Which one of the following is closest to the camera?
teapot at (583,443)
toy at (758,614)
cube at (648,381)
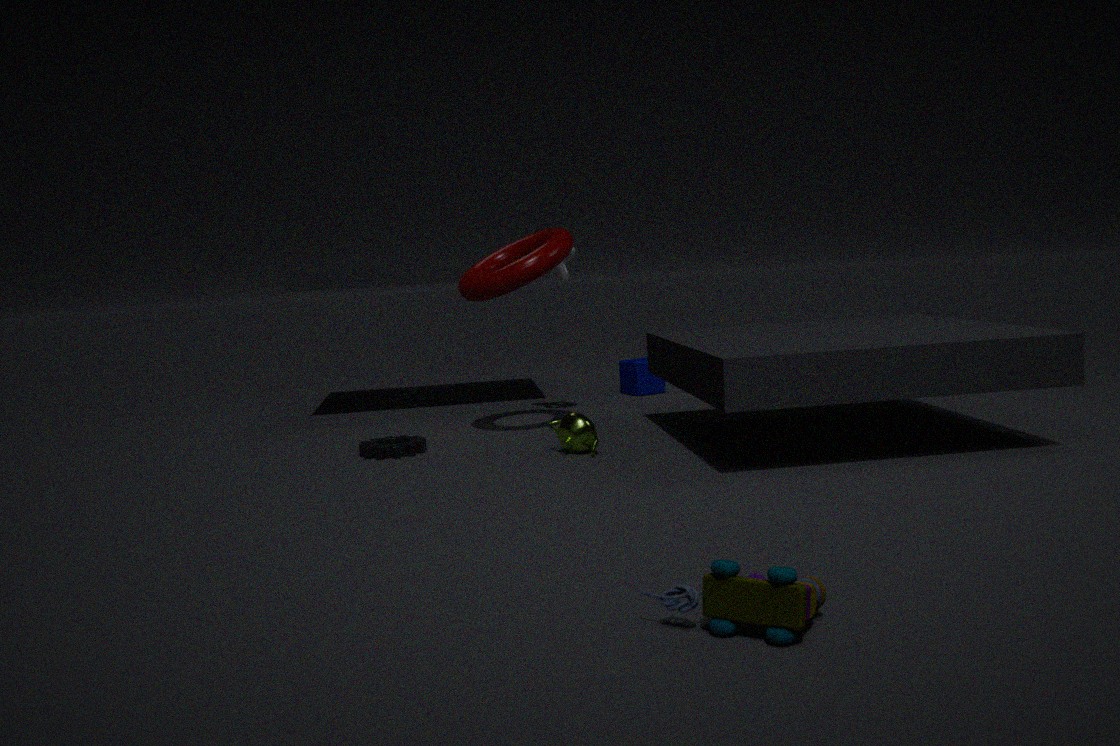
toy at (758,614)
